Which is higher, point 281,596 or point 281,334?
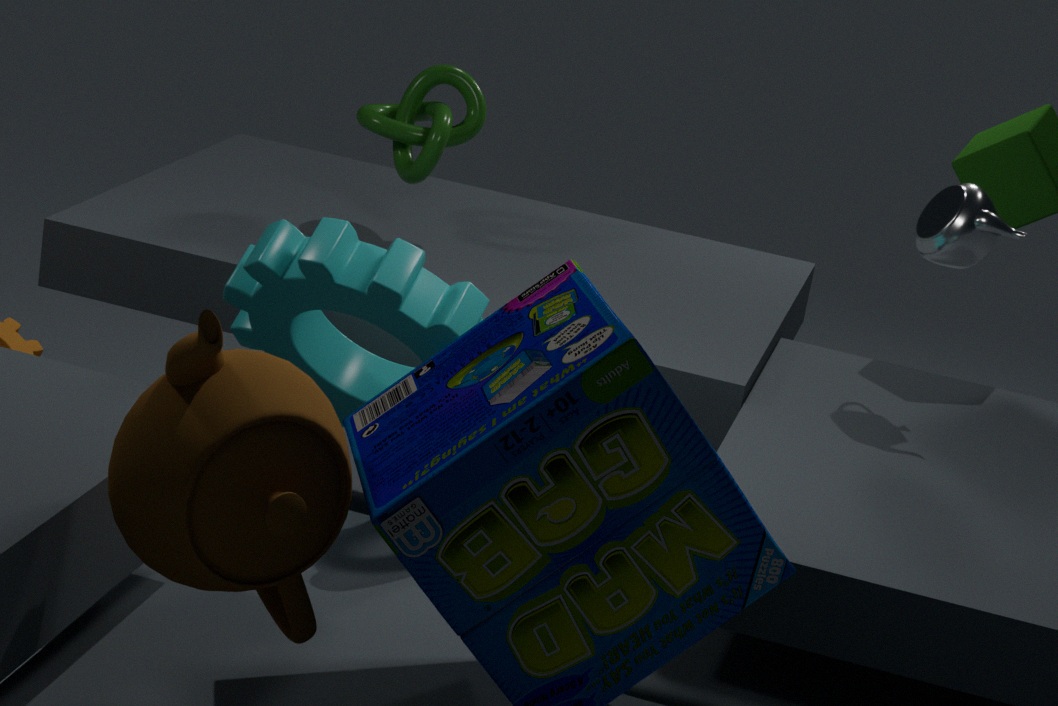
point 281,596
